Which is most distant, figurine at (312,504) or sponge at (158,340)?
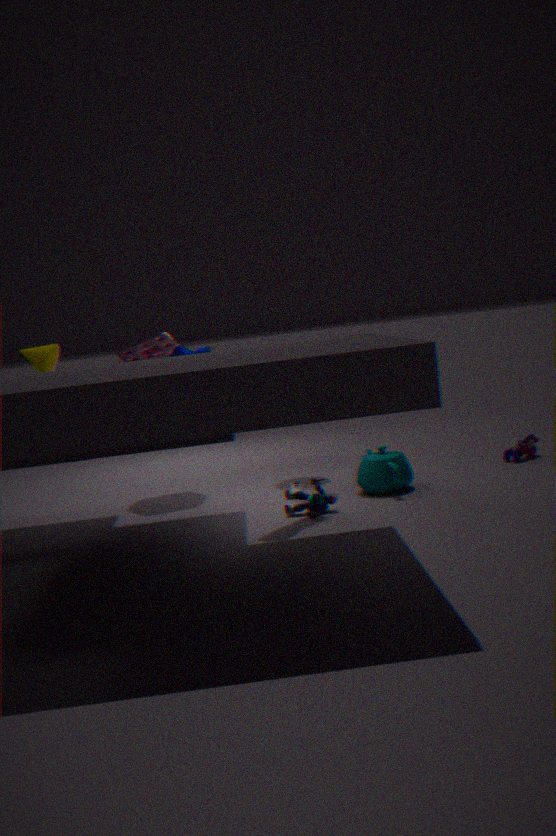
sponge at (158,340)
